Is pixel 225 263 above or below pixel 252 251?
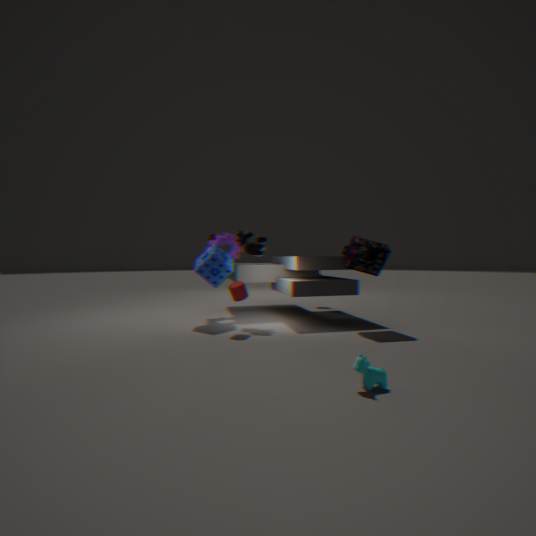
below
